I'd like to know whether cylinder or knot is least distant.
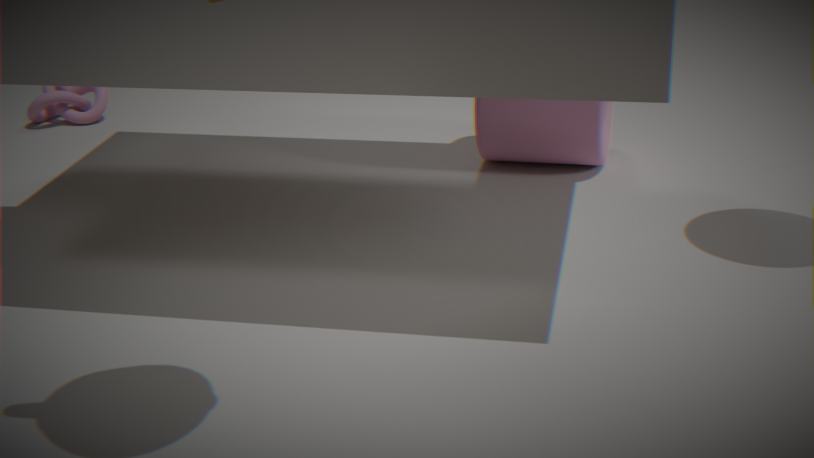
cylinder
